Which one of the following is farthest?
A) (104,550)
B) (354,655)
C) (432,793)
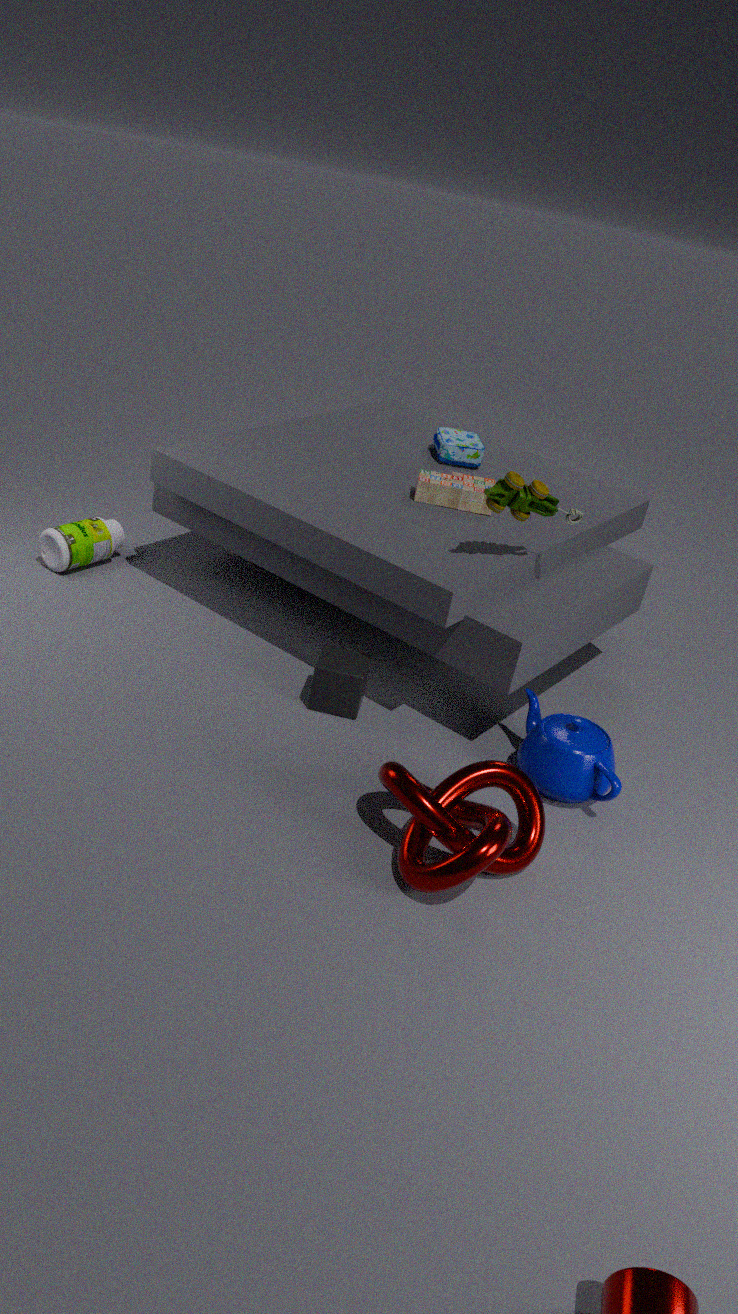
(104,550)
